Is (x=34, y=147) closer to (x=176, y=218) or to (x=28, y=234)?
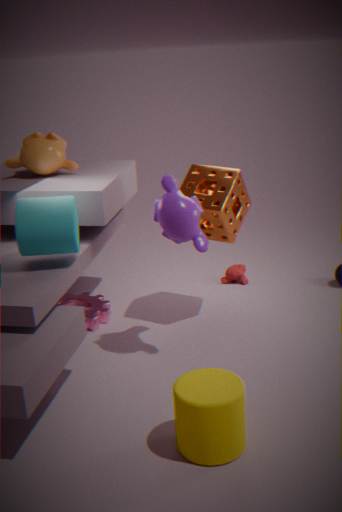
(x=28, y=234)
